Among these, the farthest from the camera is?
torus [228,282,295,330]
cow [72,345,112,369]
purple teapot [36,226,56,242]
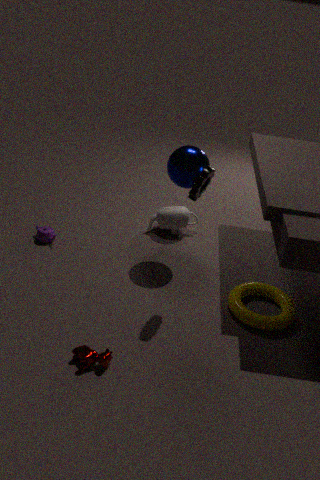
purple teapot [36,226,56,242]
